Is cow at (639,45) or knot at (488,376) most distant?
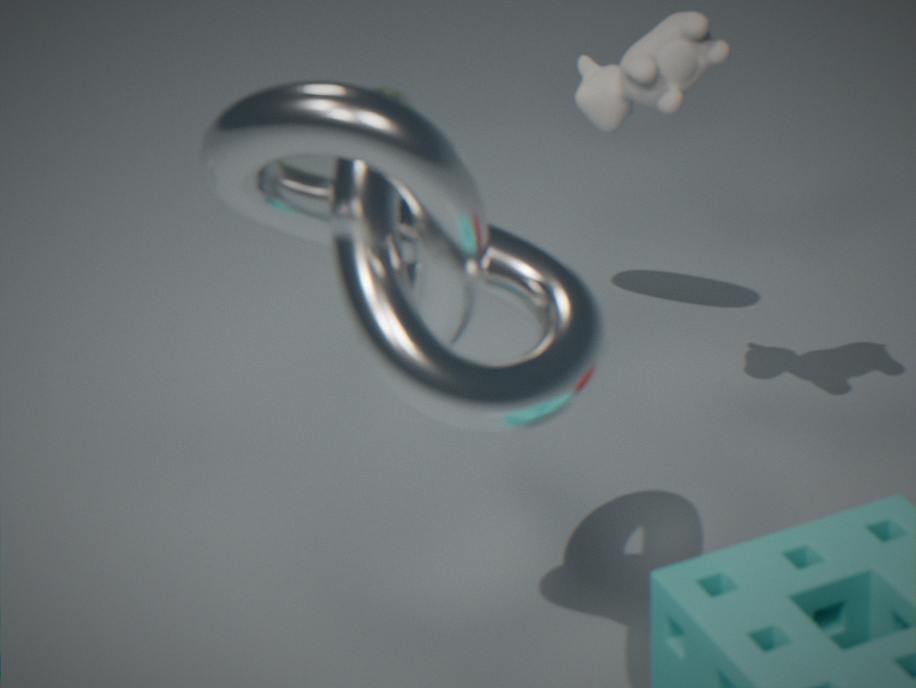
cow at (639,45)
